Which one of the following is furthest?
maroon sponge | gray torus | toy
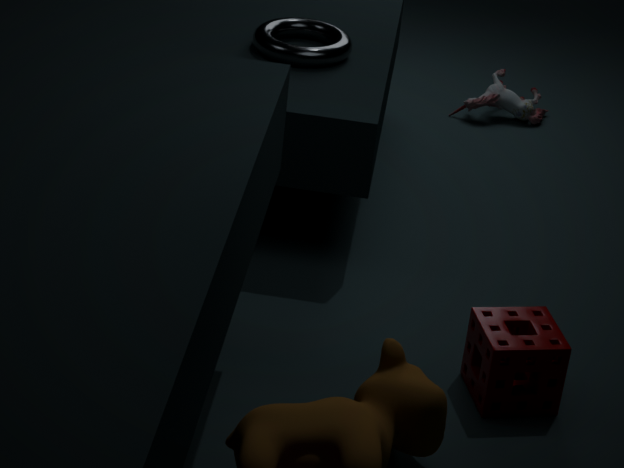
toy
